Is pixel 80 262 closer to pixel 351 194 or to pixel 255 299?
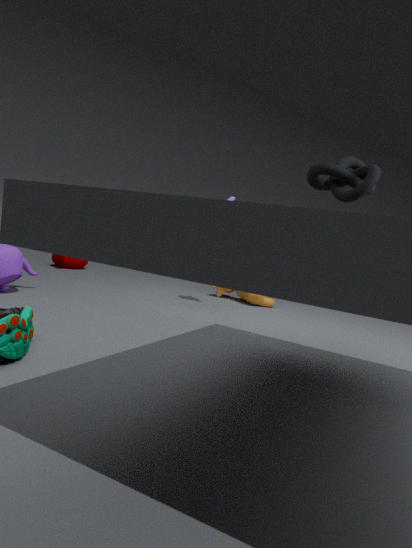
pixel 255 299
